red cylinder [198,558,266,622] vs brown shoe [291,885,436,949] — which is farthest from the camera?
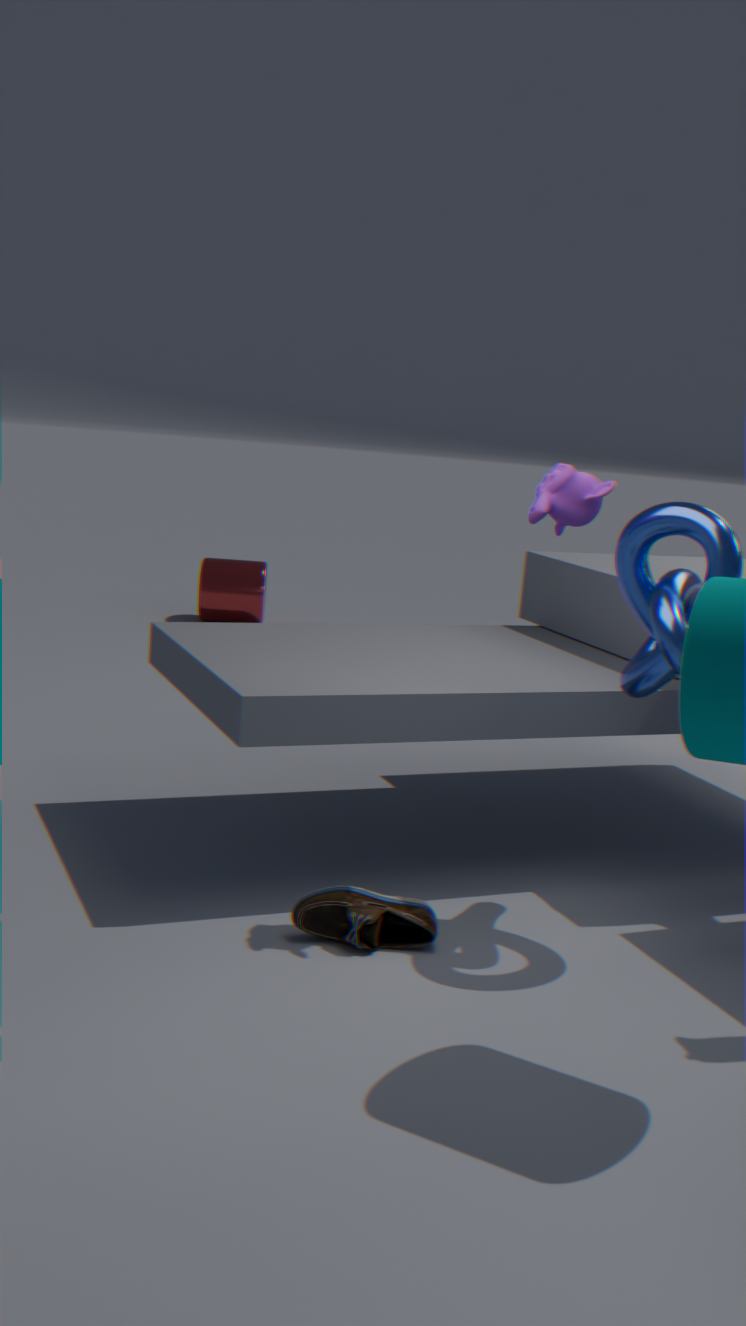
red cylinder [198,558,266,622]
